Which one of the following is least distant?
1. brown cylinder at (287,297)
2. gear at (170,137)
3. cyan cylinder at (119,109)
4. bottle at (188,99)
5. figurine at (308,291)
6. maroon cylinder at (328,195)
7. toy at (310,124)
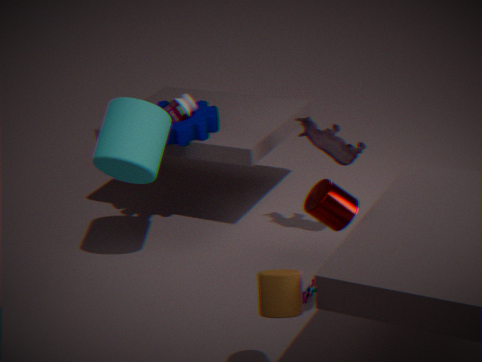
brown cylinder at (287,297)
